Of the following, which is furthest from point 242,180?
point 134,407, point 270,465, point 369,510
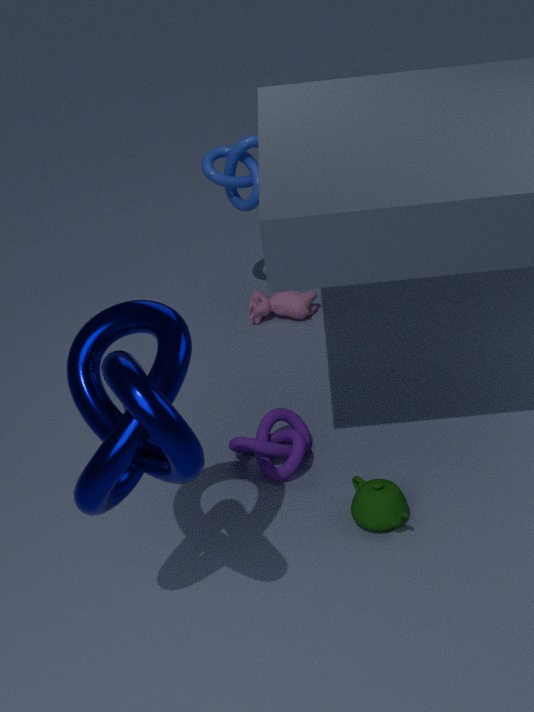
point 134,407
